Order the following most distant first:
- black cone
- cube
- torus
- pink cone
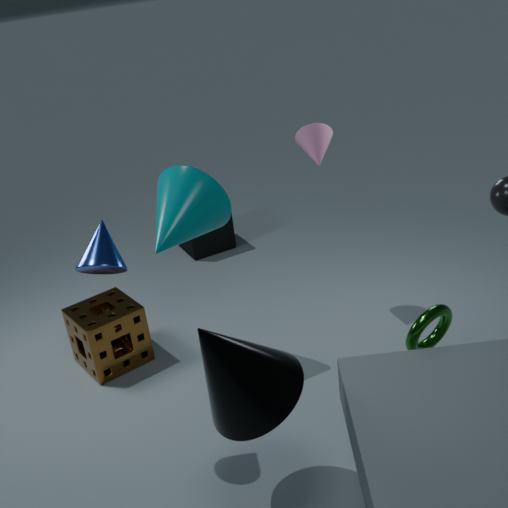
1. cube
2. pink cone
3. torus
4. black cone
